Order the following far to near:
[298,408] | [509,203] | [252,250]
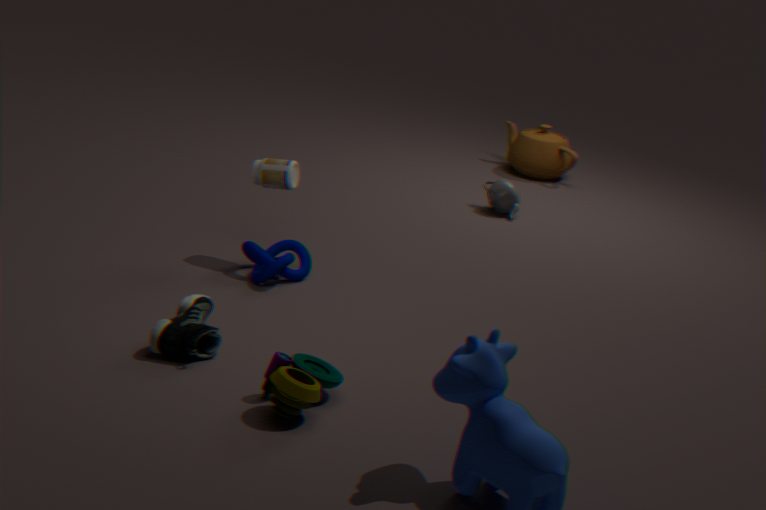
1. [509,203]
2. [252,250]
3. [298,408]
